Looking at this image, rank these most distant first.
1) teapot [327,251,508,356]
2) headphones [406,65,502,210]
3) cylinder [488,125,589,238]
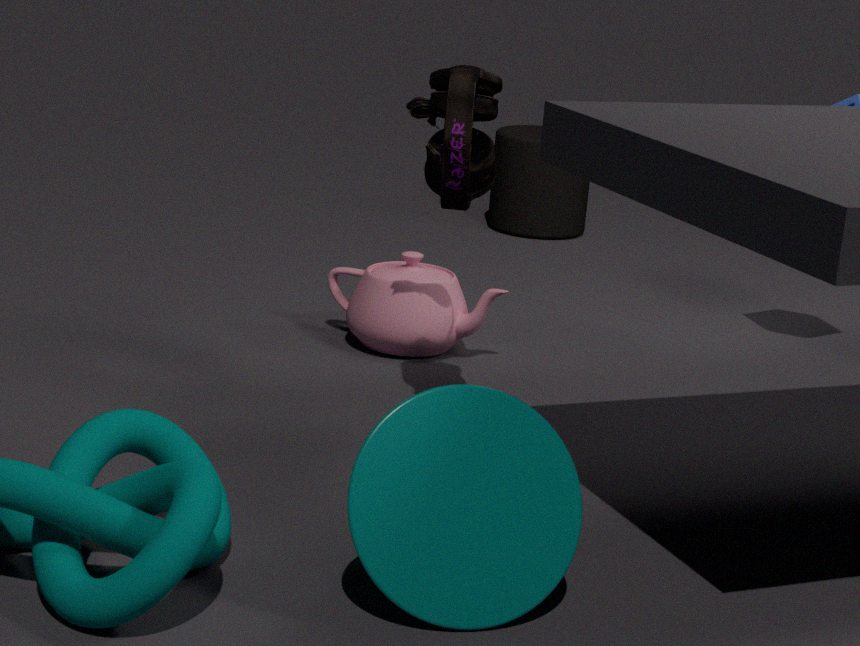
3. cylinder [488,125,589,238] → 1. teapot [327,251,508,356] → 2. headphones [406,65,502,210]
